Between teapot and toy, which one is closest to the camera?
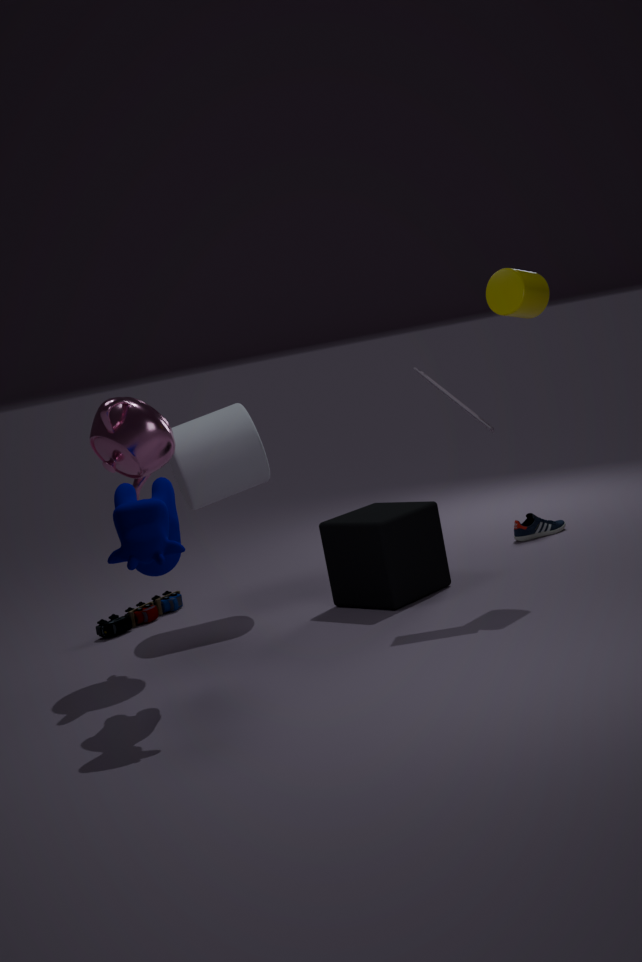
teapot
